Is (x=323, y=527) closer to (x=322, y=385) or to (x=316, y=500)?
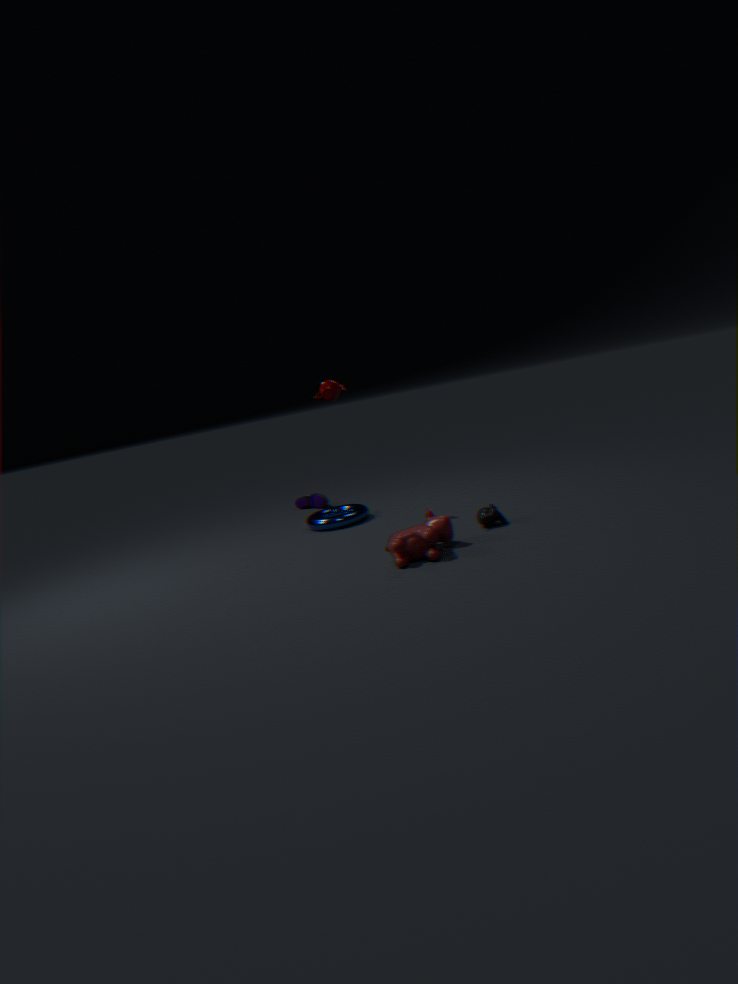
(x=316, y=500)
